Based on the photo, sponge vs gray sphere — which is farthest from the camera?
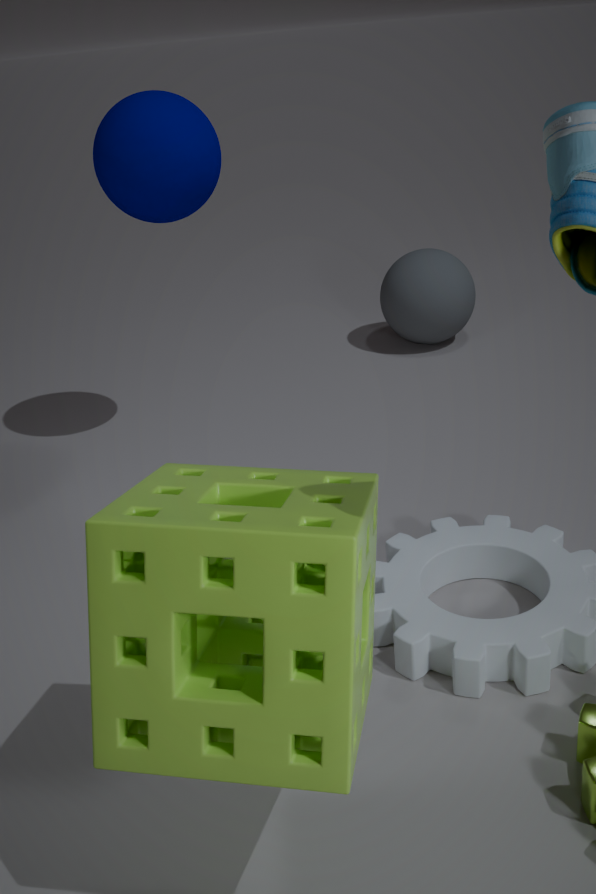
gray sphere
